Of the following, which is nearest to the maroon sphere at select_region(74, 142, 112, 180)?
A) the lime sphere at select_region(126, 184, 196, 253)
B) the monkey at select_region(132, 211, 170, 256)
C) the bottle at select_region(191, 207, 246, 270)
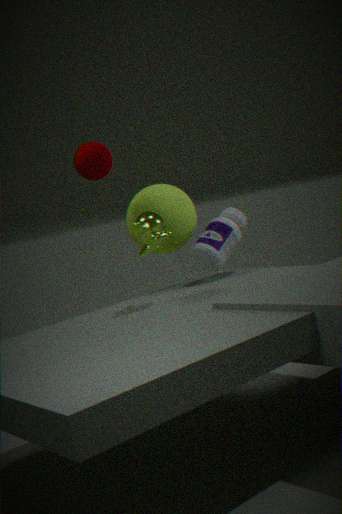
the lime sphere at select_region(126, 184, 196, 253)
